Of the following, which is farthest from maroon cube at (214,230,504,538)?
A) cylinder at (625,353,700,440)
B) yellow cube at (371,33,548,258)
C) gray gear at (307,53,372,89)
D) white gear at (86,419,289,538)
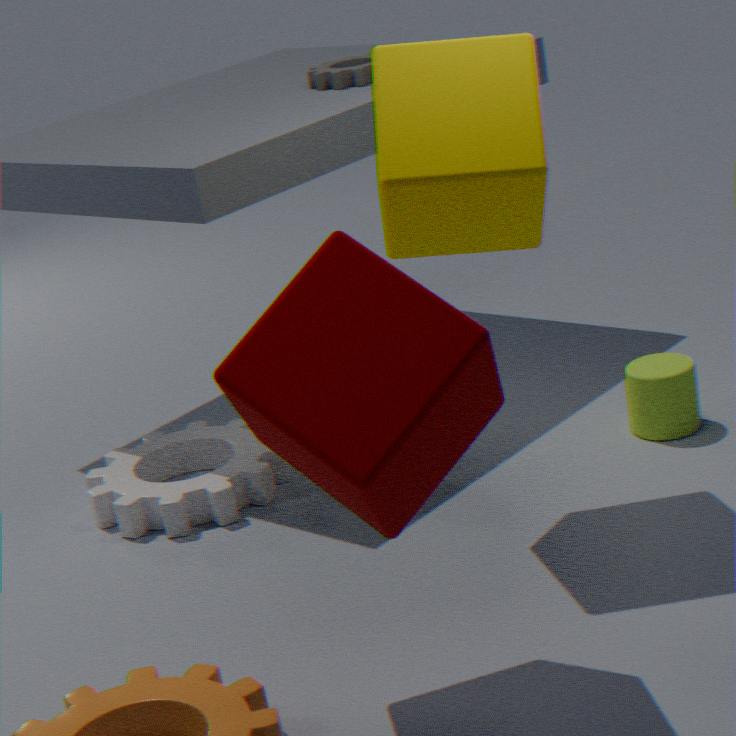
gray gear at (307,53,372,89)
